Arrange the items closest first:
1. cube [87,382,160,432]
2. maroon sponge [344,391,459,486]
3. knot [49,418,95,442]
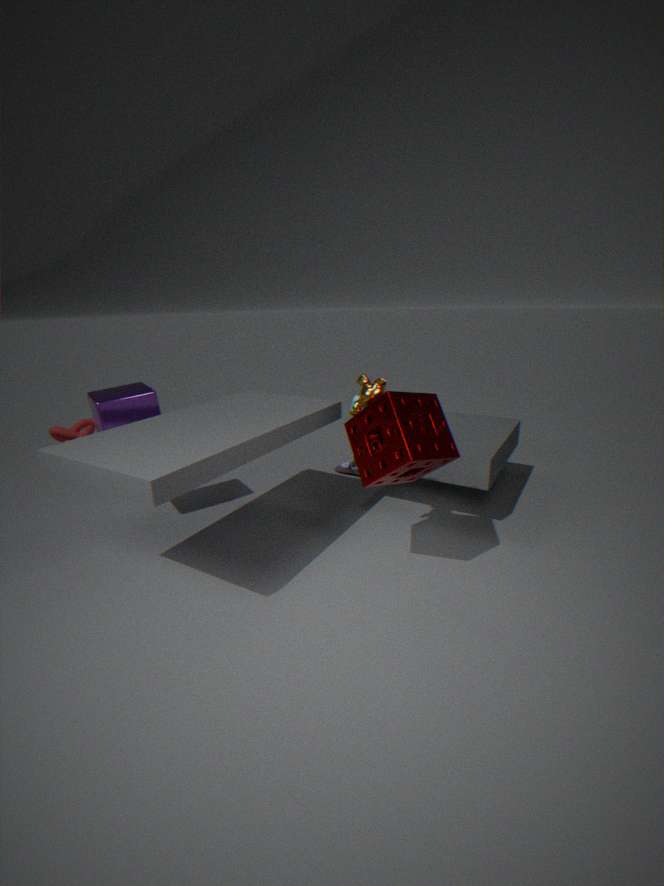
1. maroon sponge [344,391,459,486]
2. cube [87,382,160,432]
3. knot [49,418,95,442]
